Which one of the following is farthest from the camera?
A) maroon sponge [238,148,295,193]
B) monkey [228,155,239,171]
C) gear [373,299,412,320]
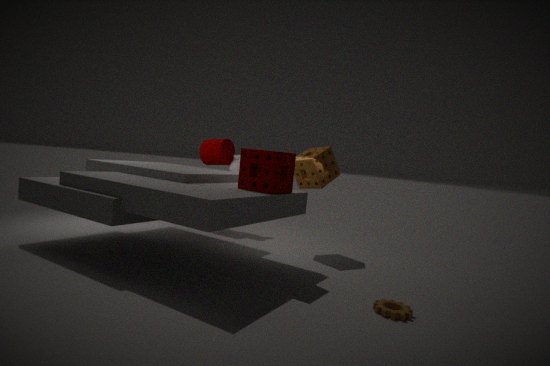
monkey [228,155,239,171]
